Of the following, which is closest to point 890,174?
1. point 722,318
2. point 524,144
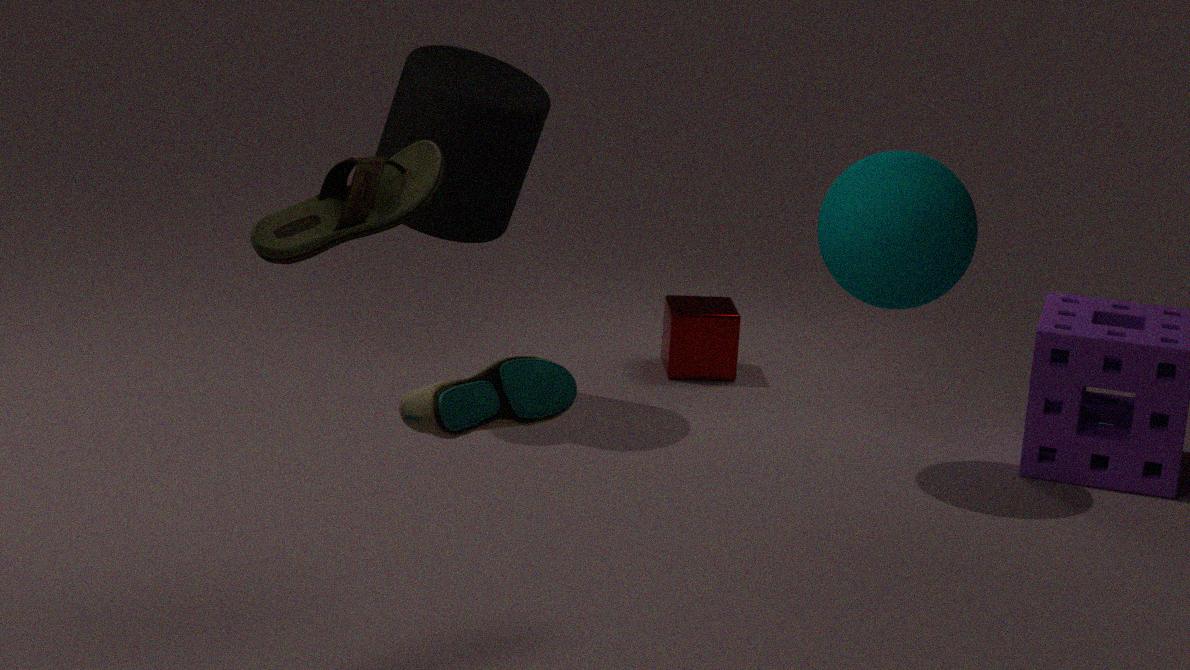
point 722,318
